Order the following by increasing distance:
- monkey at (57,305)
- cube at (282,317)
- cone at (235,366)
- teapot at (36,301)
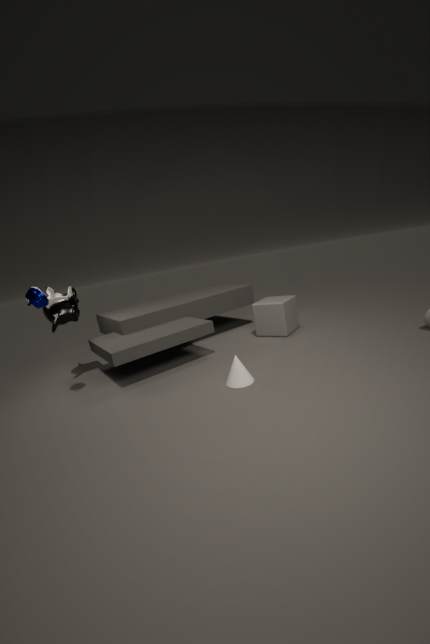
teapot at (36,301)
cone at (235,366)
monkey at (57,305)
cube at (282,317)
